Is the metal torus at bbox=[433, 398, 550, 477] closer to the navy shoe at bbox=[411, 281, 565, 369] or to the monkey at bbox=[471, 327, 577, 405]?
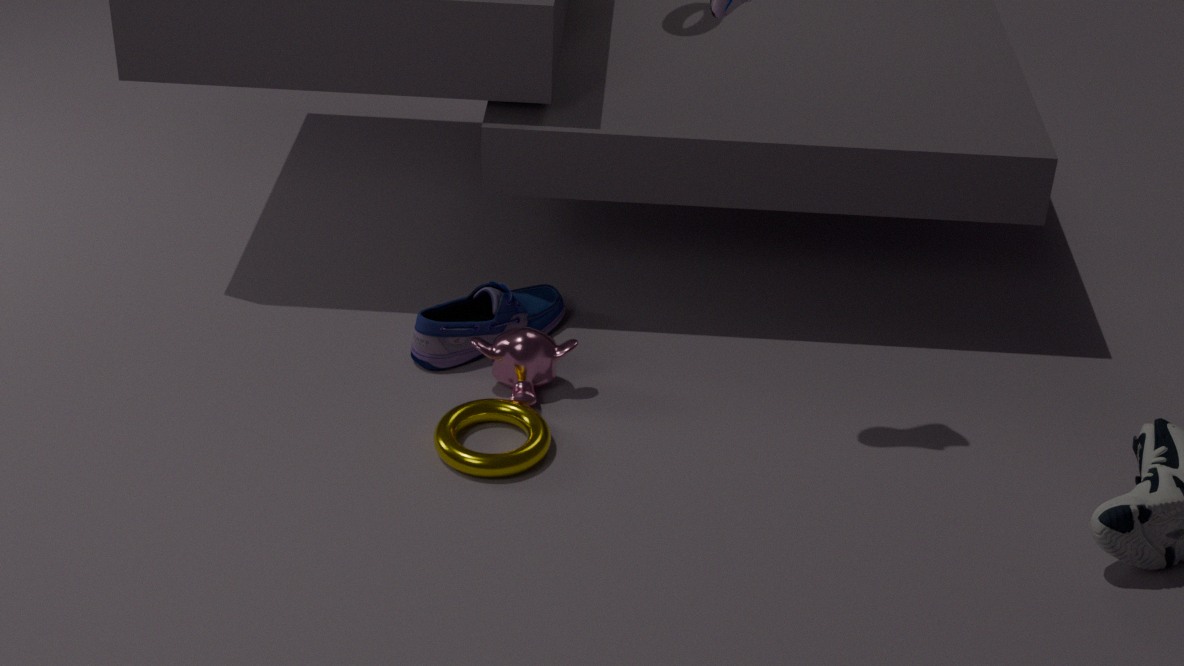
the monkey at bbox=[471, 327, 577, 405]
